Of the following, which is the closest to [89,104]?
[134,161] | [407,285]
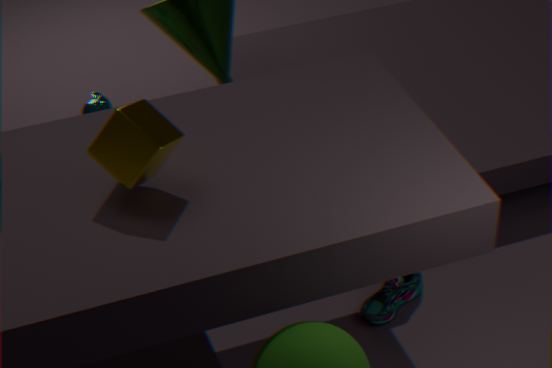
[134,161]
